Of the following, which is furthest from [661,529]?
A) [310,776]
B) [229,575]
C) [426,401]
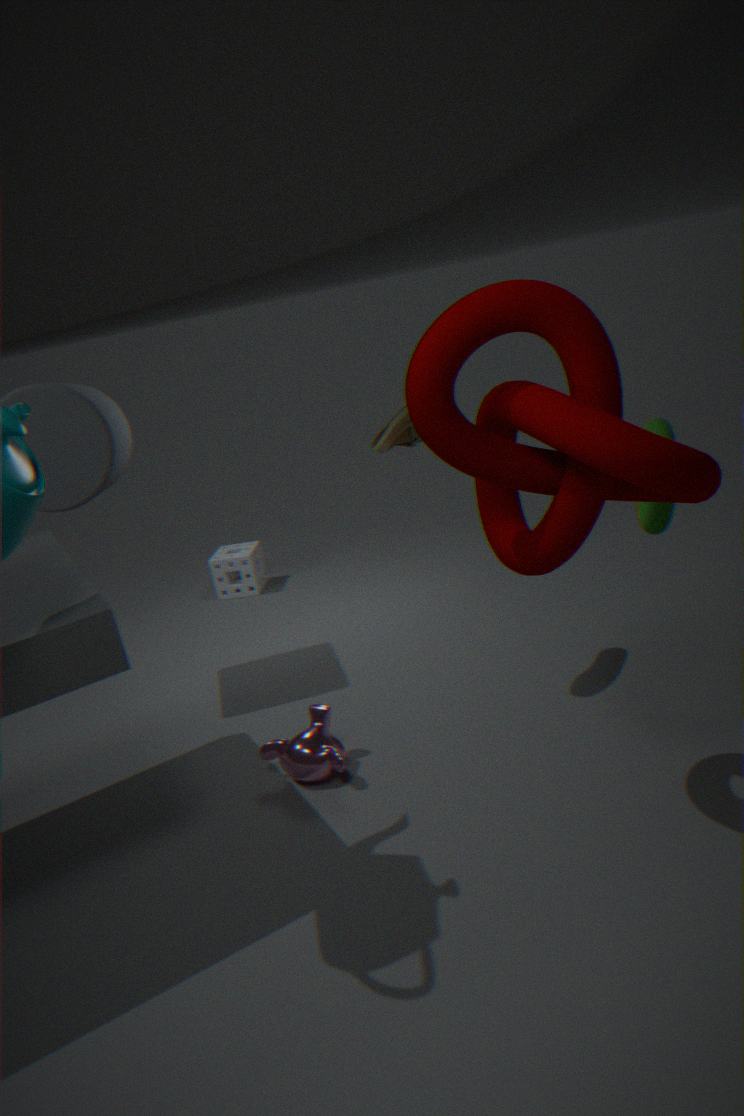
[229,575]
